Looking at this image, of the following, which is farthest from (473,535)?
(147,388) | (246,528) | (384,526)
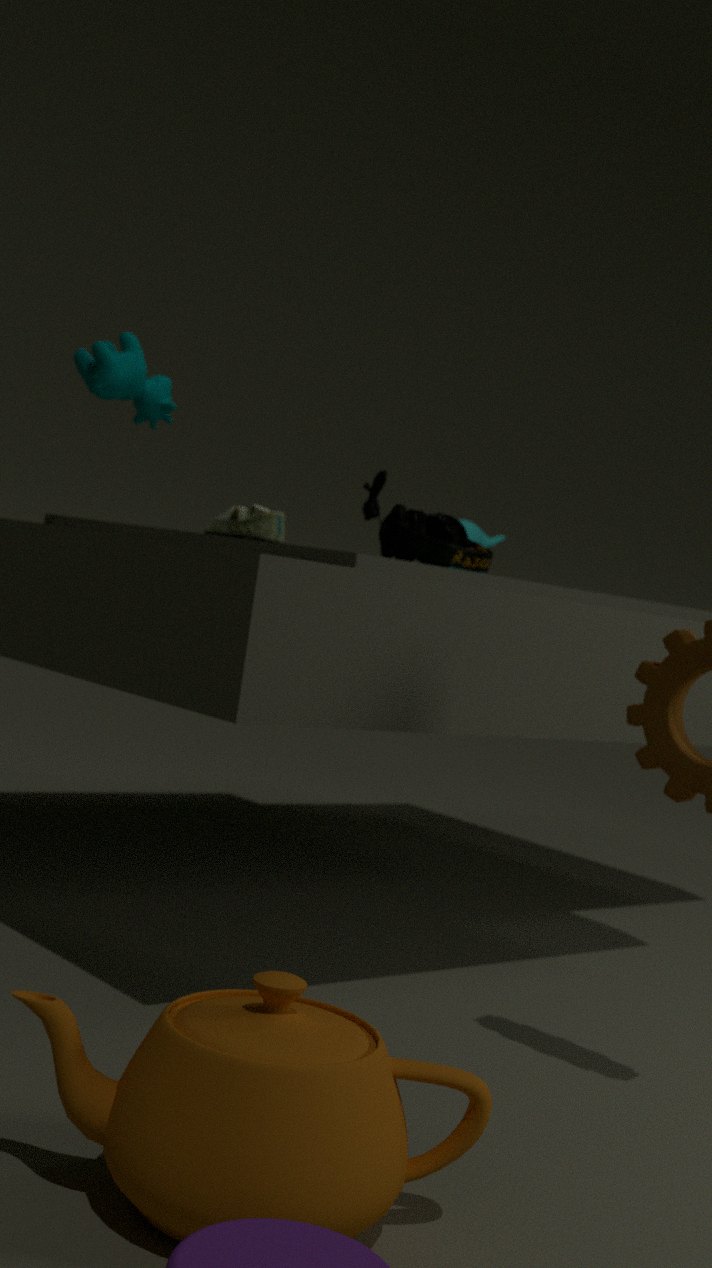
(147,388)
